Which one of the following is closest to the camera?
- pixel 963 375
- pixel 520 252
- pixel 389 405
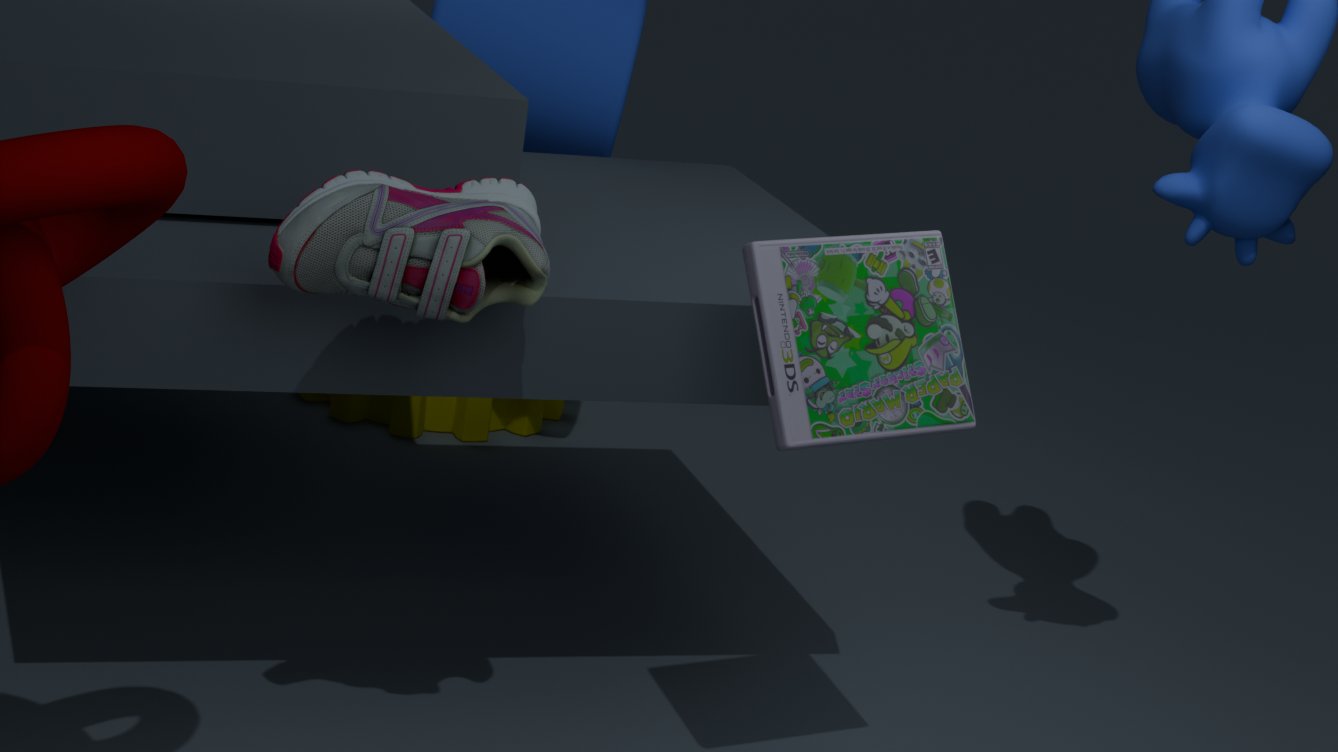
pixel 520 252
